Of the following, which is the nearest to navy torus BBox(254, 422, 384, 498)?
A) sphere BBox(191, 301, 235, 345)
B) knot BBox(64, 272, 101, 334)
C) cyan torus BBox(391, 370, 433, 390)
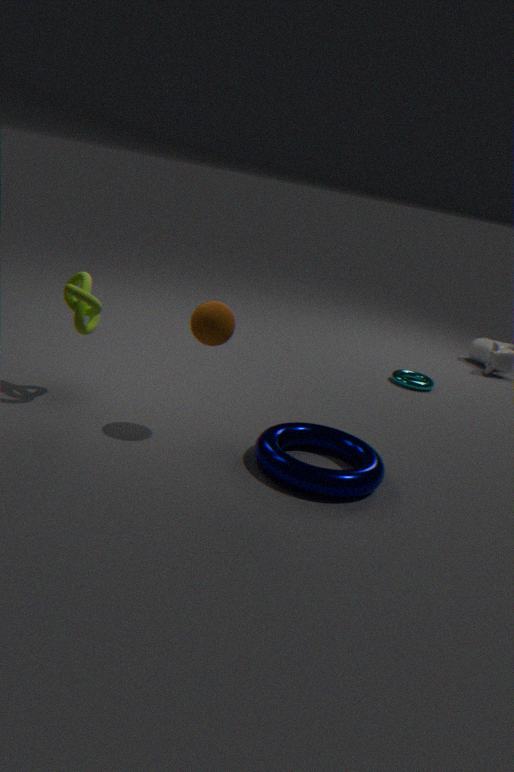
sphere BBox(191, 301, 235, 345)
